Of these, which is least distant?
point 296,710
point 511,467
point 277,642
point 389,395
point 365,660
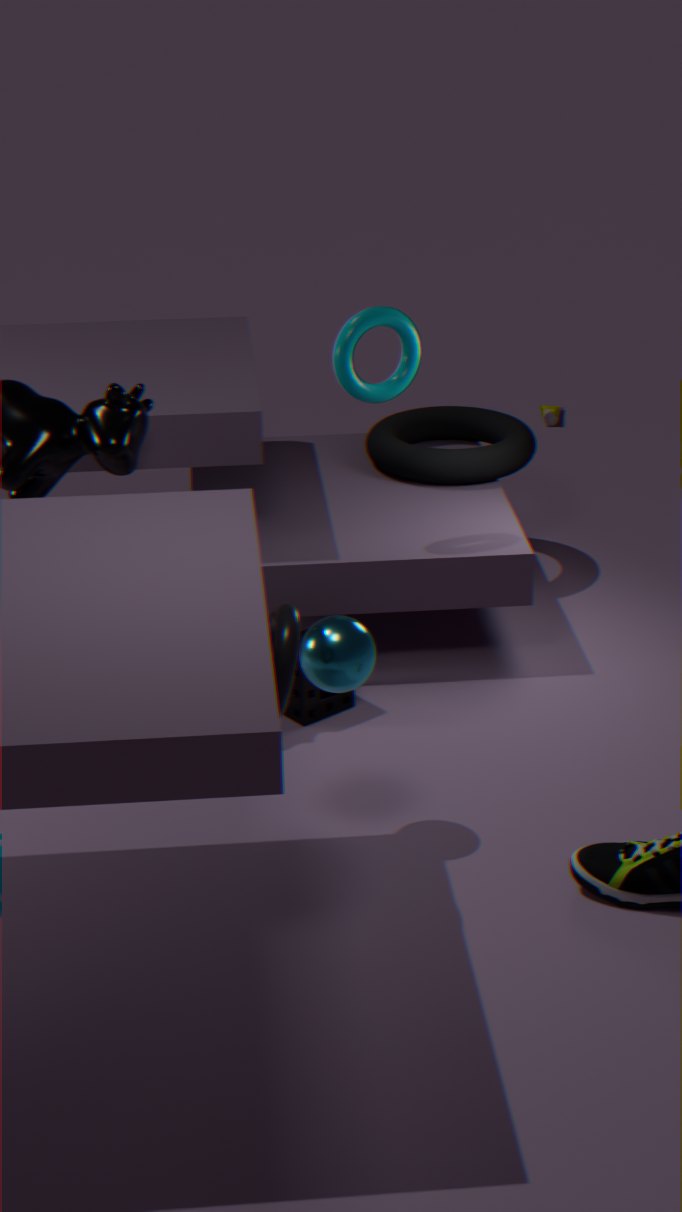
point 277,642
